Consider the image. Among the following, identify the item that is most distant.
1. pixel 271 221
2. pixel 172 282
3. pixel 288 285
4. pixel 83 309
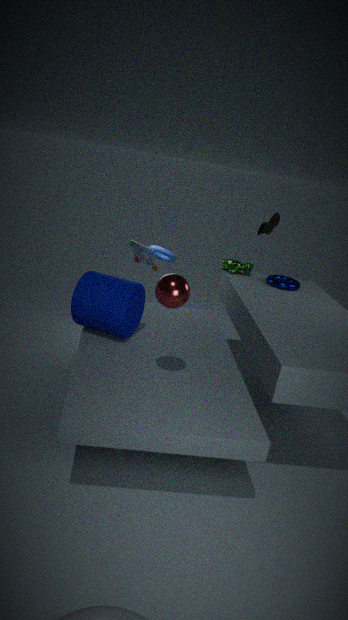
pixel 271 221
